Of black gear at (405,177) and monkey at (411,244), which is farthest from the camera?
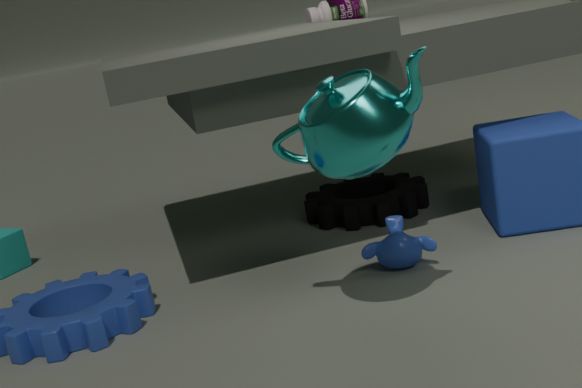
black gear at (405,177)
